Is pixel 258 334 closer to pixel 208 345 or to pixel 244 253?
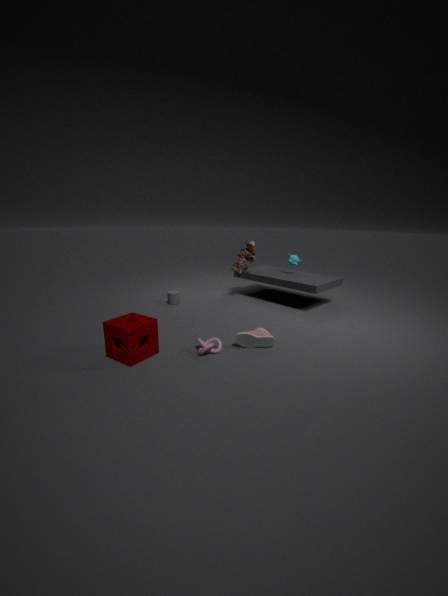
pixel 208 345
